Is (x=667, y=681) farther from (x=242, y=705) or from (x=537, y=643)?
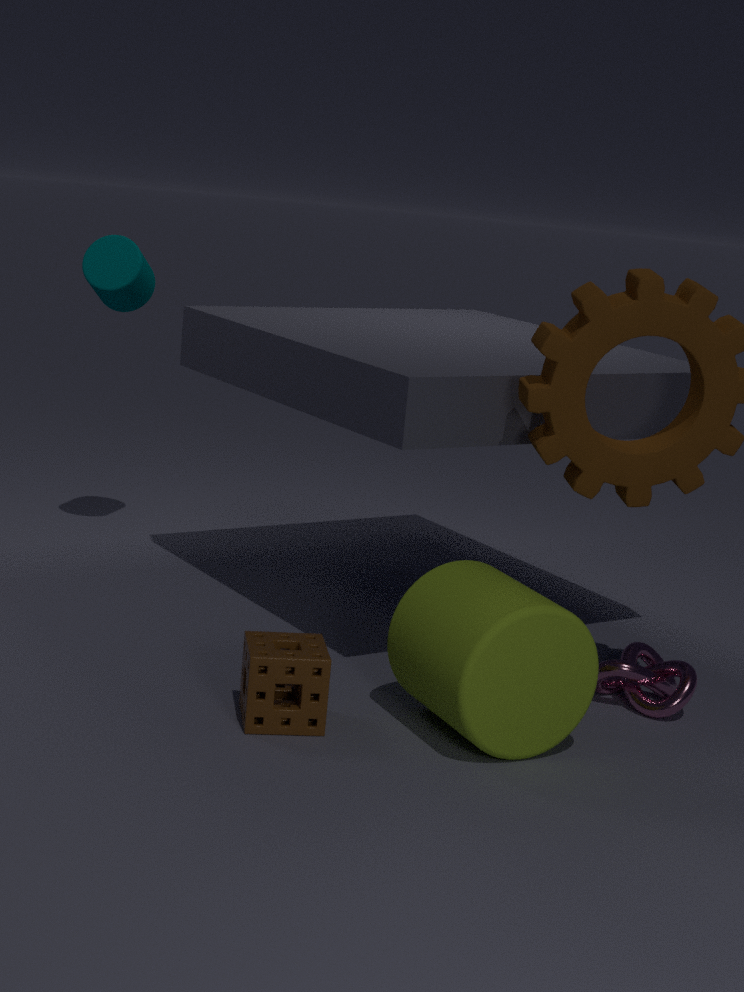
(x=242, y=705)
